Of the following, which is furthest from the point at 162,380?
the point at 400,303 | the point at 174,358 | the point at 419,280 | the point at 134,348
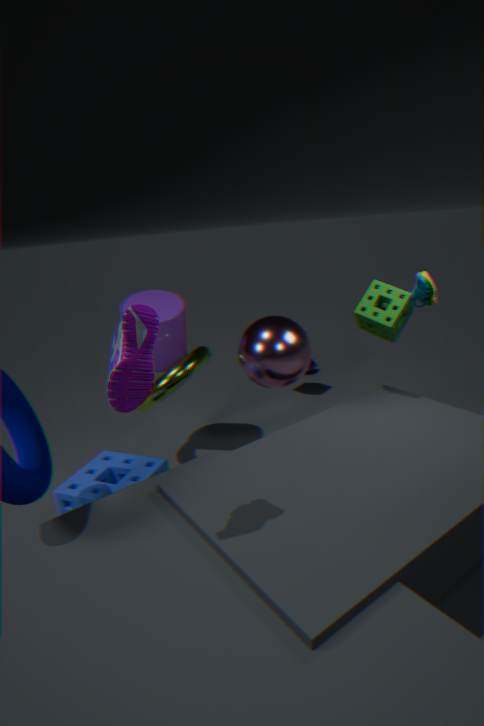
the point at 134,348
